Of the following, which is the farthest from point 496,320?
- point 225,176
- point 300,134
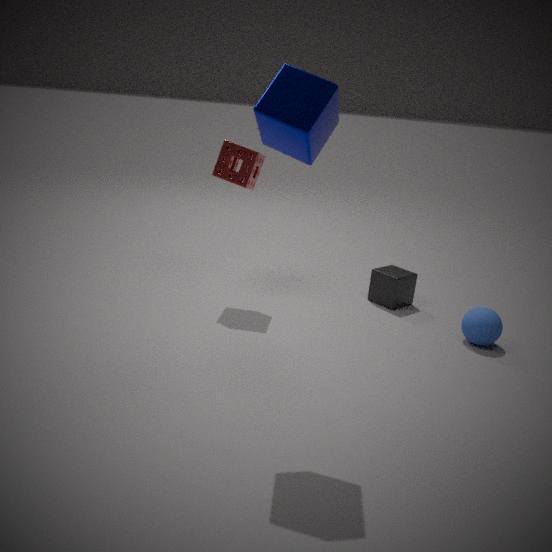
point 300,134
